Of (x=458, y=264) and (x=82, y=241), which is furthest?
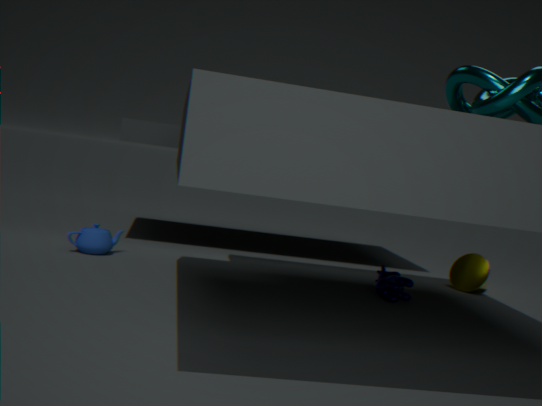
(x=458, y=264)
